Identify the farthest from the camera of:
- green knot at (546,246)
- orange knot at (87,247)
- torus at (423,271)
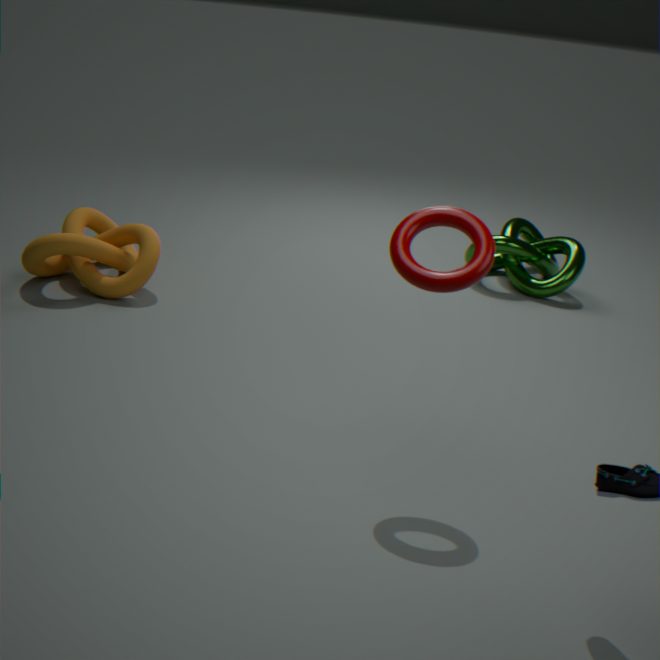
green knot at (546,246)
